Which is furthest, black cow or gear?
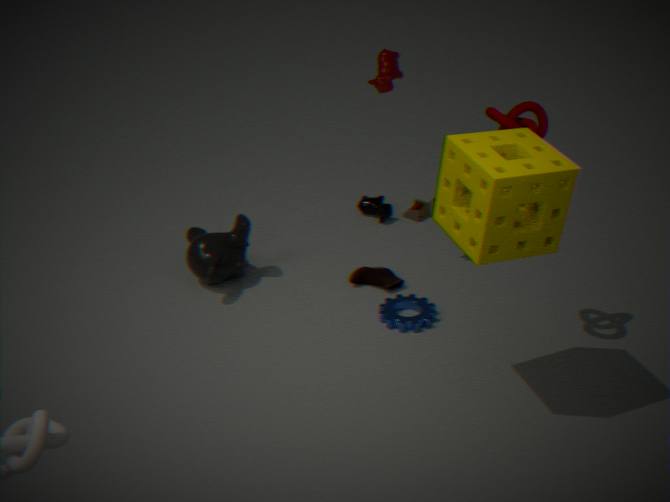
black cow
